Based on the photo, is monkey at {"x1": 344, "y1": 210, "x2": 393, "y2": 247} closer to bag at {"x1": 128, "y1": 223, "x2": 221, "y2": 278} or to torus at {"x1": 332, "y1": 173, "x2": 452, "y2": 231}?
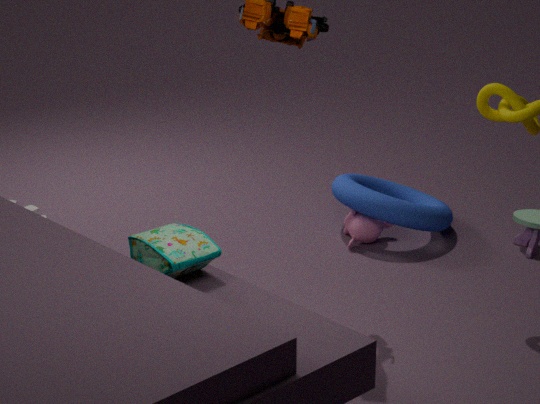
torus at {"x1": 332, "y1": 173, "x2": 452, "y2": 231}
